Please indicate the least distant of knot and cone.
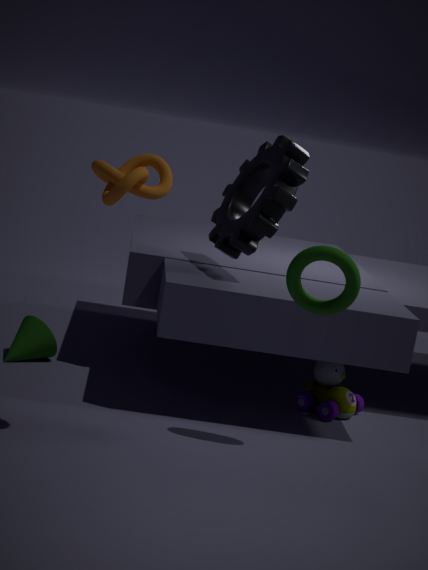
knot
